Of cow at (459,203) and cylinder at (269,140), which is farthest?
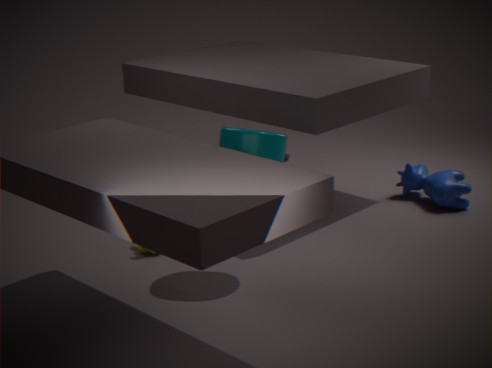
cow at (459,203)
